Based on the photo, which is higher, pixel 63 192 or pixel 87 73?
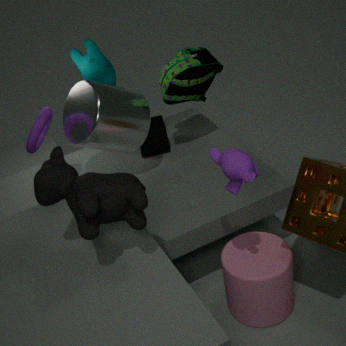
pixel 63 192
